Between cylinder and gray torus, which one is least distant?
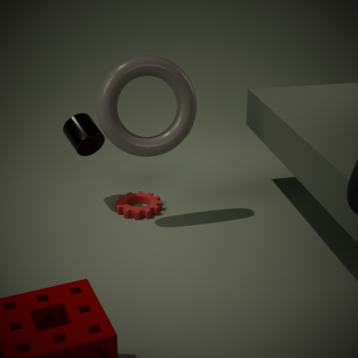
gray torus
